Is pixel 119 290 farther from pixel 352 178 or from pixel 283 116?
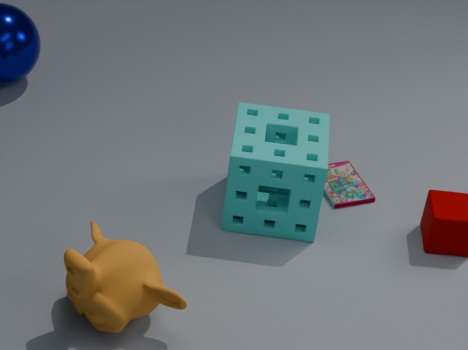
Answer: pixel 352 178
